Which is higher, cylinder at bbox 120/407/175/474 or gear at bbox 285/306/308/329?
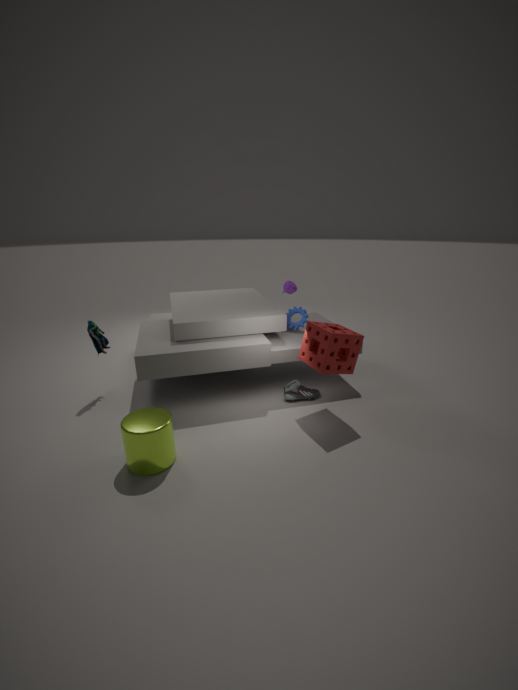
gear at bbox 285/306/308/329
